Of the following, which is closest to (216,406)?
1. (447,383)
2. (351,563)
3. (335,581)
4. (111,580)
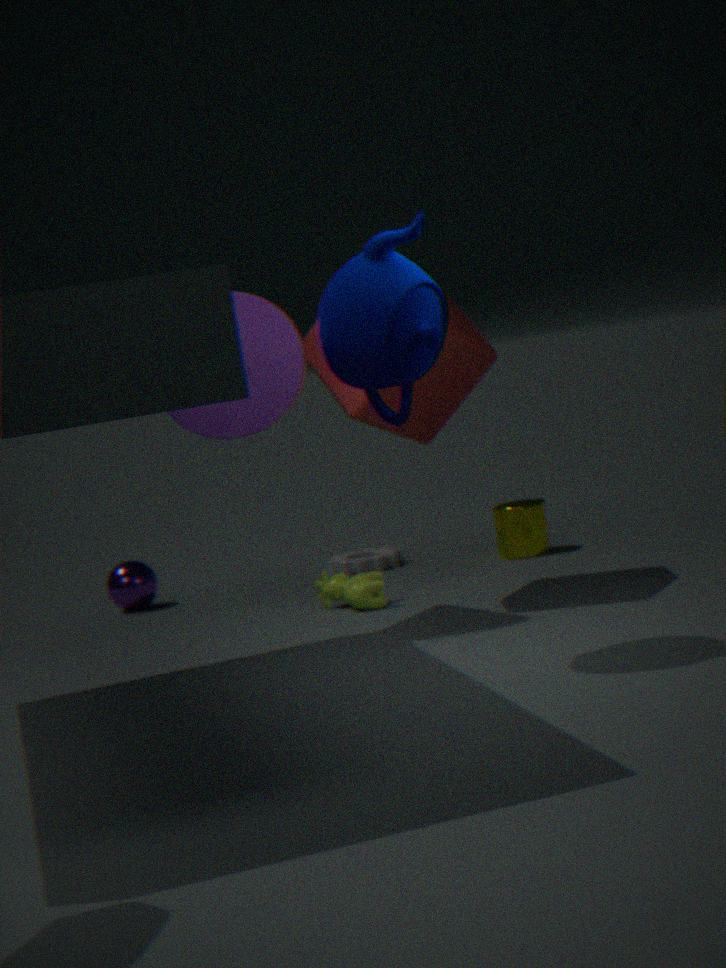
(447,383)
